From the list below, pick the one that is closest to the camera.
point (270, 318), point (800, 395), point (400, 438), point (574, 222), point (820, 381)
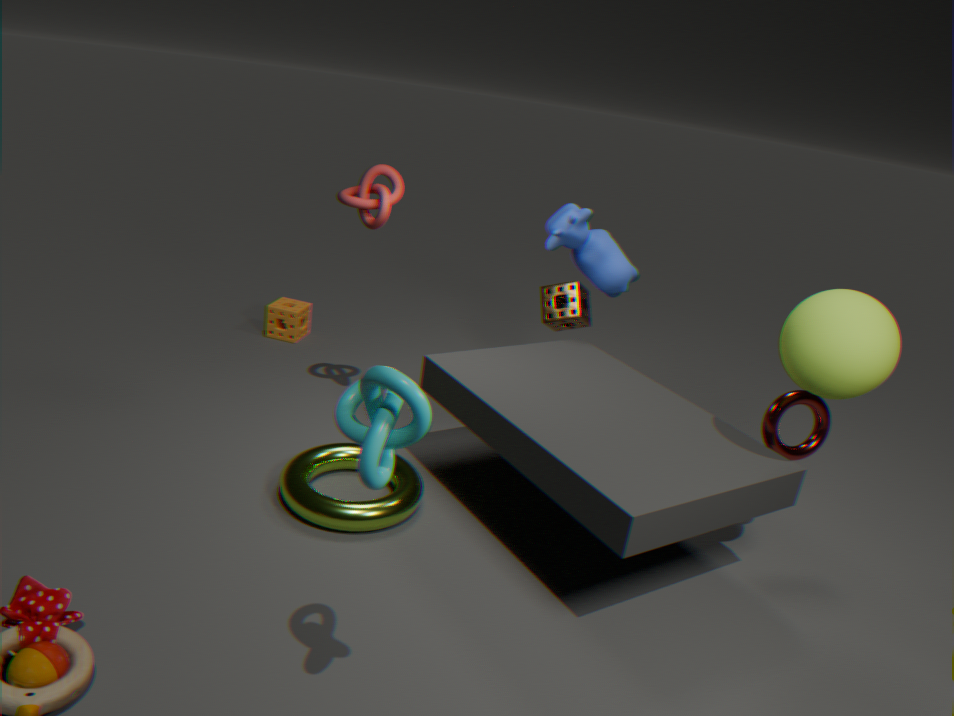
point (400, 438)
